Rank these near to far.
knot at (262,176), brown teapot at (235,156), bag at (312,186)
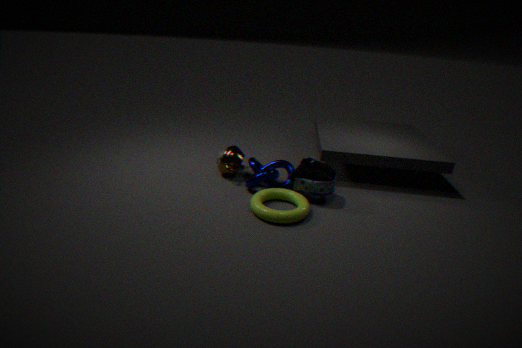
1. bag at (312,186)
2. knot at (262,176)
3. brown teapot at (235,156)
